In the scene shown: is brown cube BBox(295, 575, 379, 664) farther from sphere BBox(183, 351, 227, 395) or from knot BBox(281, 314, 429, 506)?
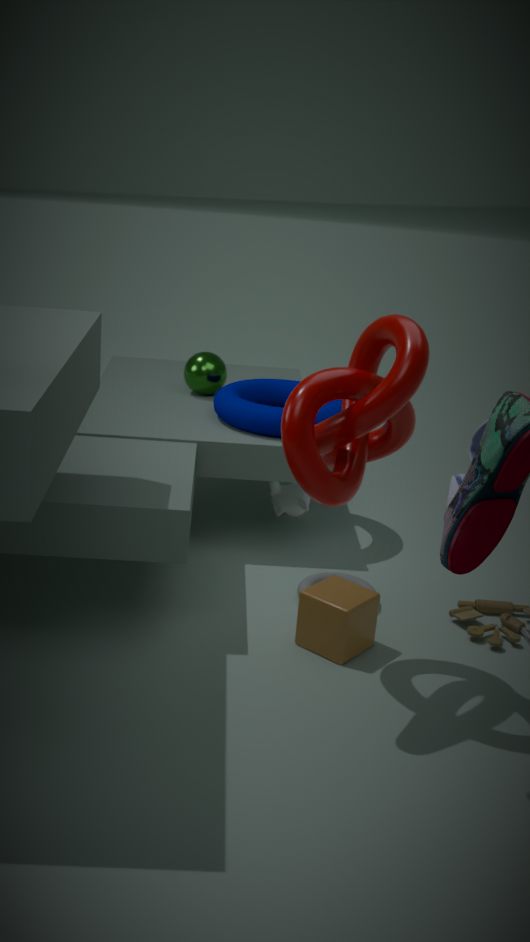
sphere BBox(183, 351, 227, 395)
